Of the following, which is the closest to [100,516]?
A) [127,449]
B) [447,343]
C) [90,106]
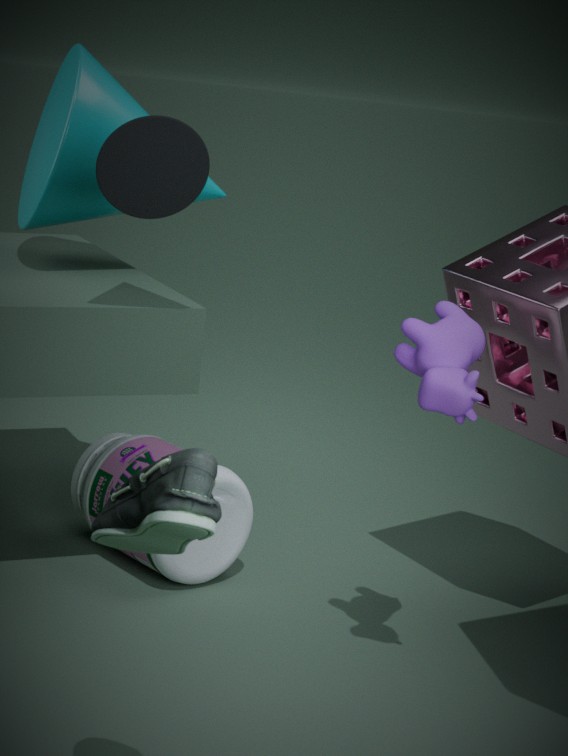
[447,343]
